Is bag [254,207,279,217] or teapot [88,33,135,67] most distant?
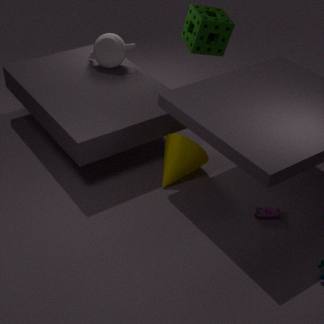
teapot [88,33,135,67]
